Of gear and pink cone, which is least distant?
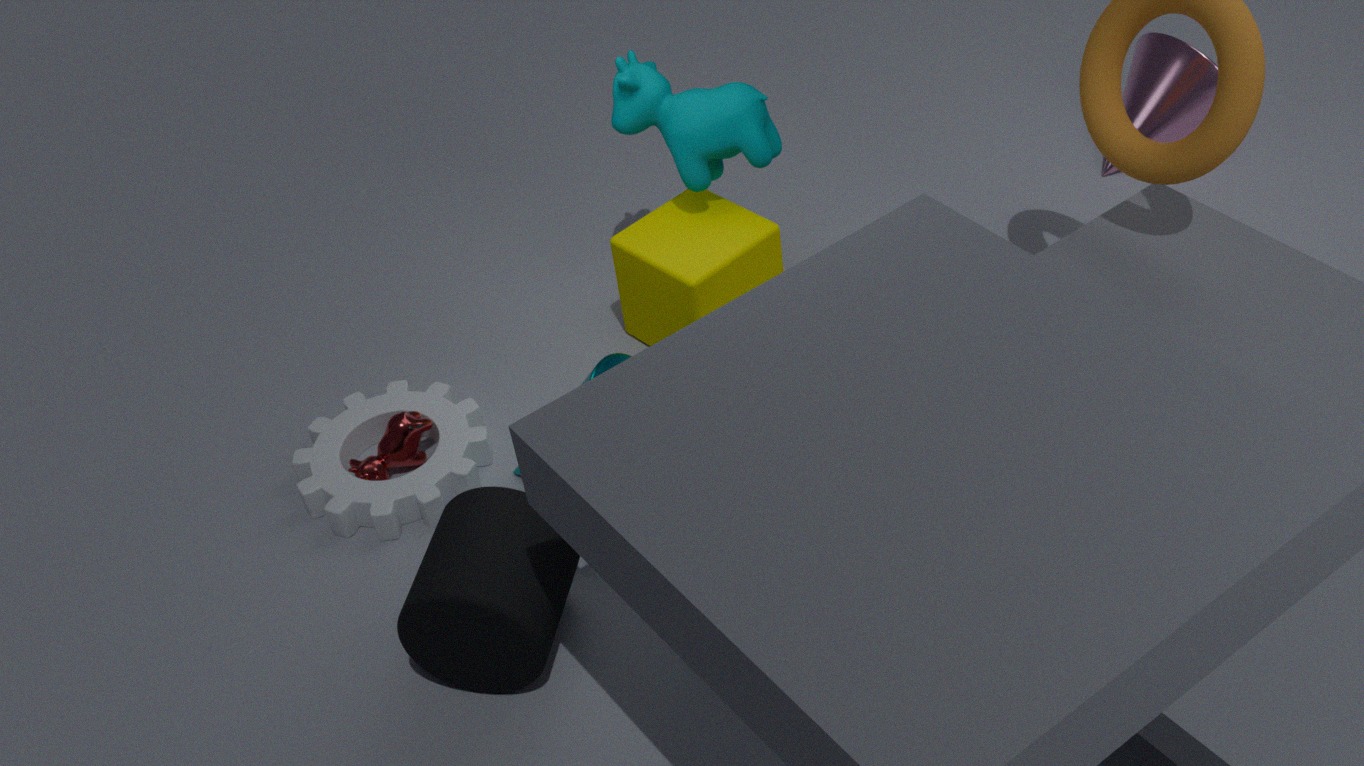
gear
